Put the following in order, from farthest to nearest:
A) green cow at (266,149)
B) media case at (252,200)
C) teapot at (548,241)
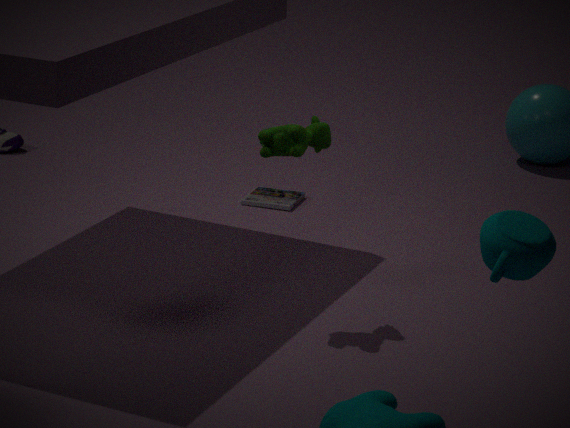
1. media case at (252,200)
2. green cow at (266,149)
3. teapot at (548,241)
